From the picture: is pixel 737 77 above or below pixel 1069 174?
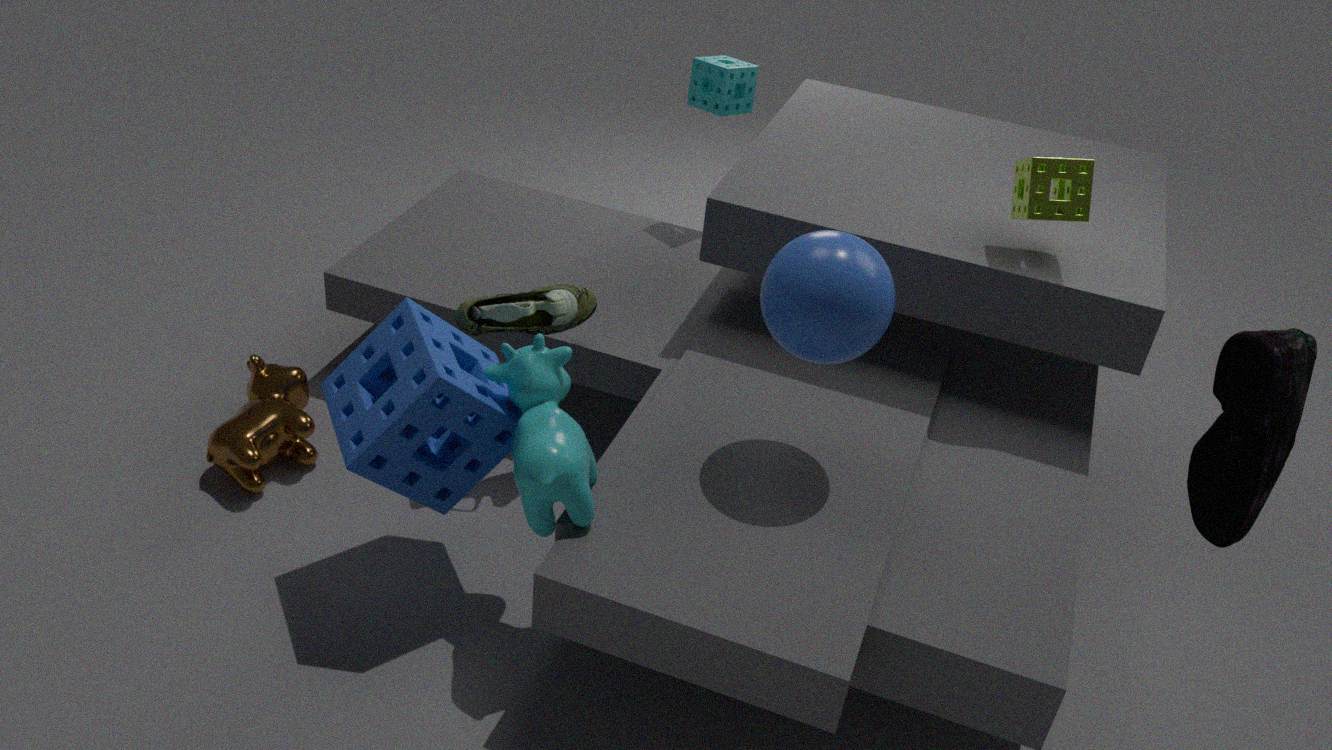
below
